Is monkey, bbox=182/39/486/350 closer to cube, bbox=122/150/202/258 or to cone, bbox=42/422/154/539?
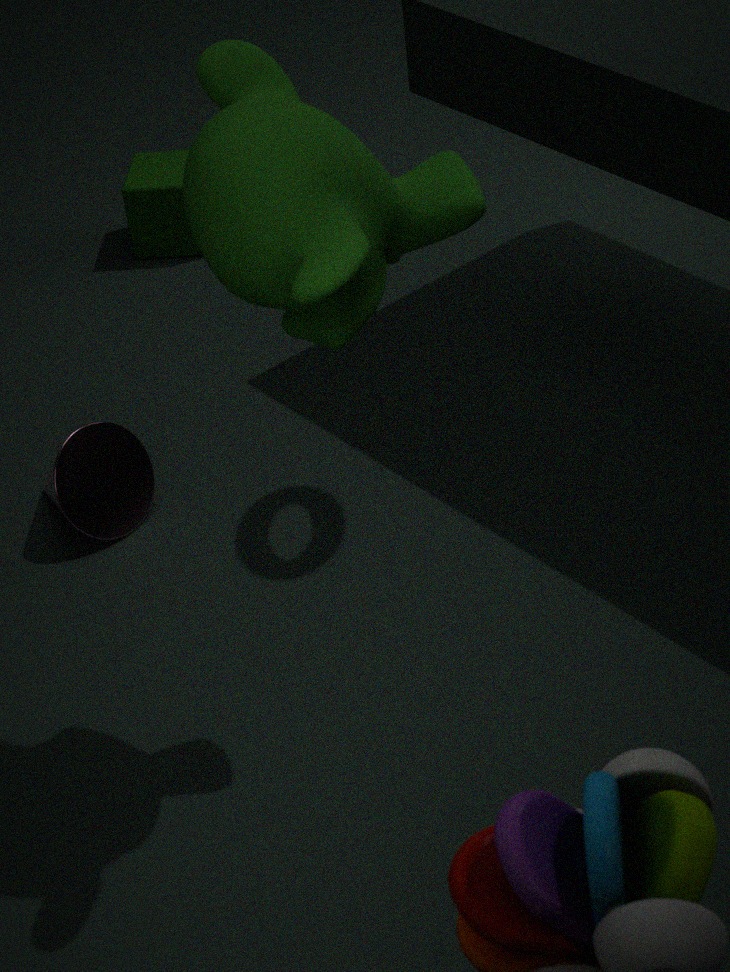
cone, bbox=42/422/154/539
